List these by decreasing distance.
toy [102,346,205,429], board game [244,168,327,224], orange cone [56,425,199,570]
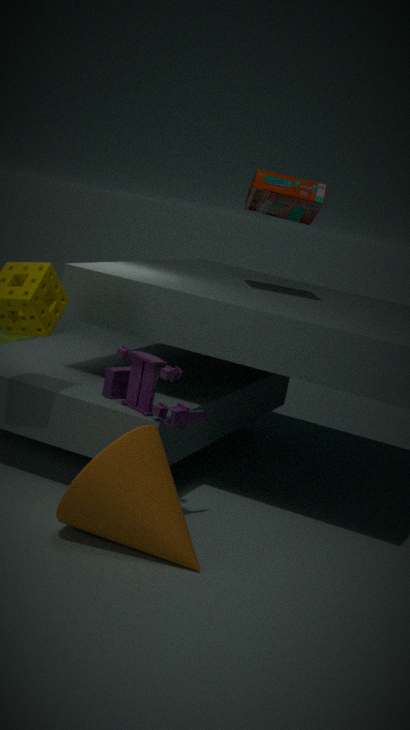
board game [244,168,327,224], toy [102,346,205,429], orange cone [56,425,199,570]
